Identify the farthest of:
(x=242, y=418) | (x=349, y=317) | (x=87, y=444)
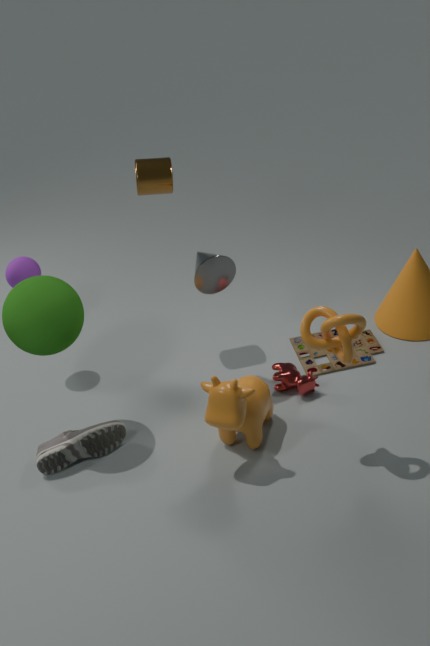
(x=87, y=444)
